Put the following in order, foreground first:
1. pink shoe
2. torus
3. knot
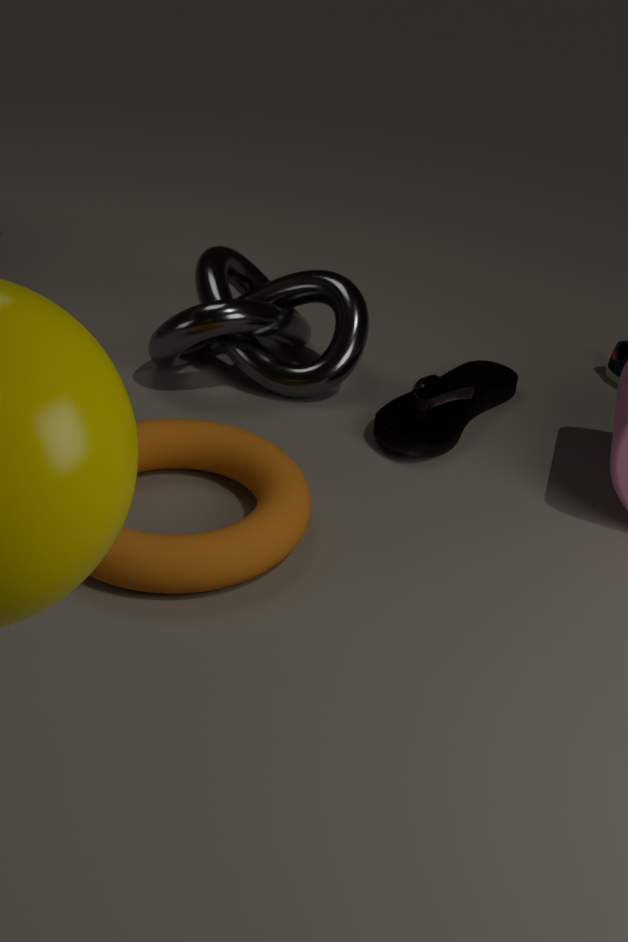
torus
pink shoe
knot
